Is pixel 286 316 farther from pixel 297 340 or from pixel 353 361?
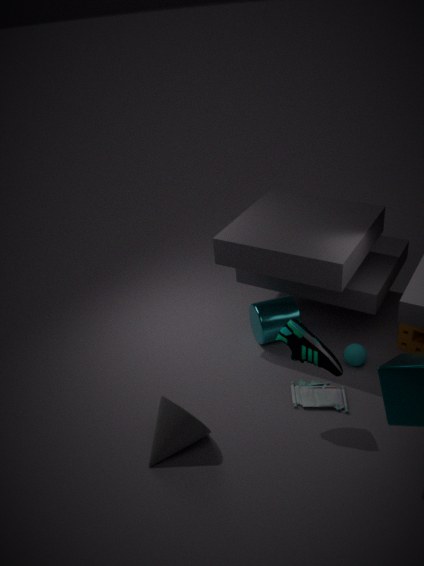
pixel 297 340
